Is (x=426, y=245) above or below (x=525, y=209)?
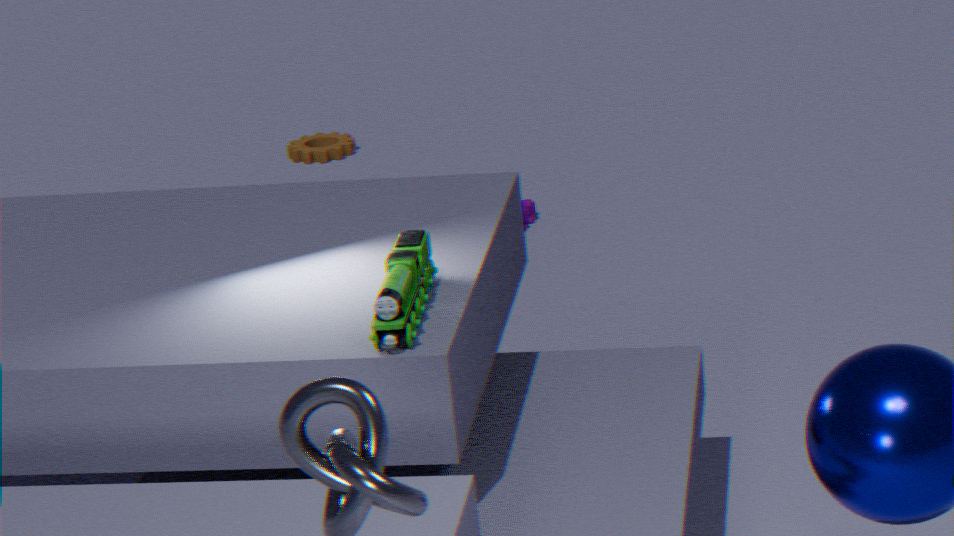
above
